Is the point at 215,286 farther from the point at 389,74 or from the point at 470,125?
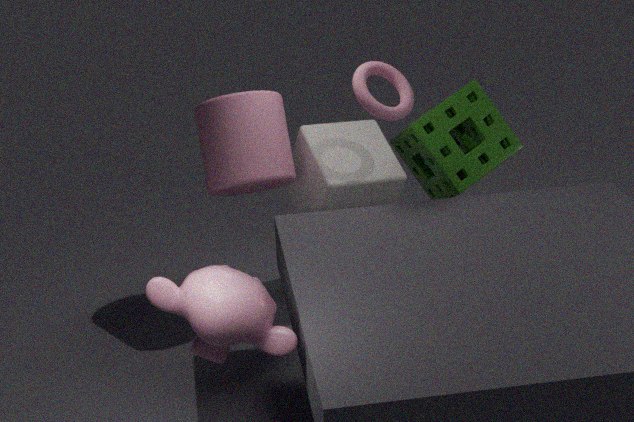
the point at 470,125
